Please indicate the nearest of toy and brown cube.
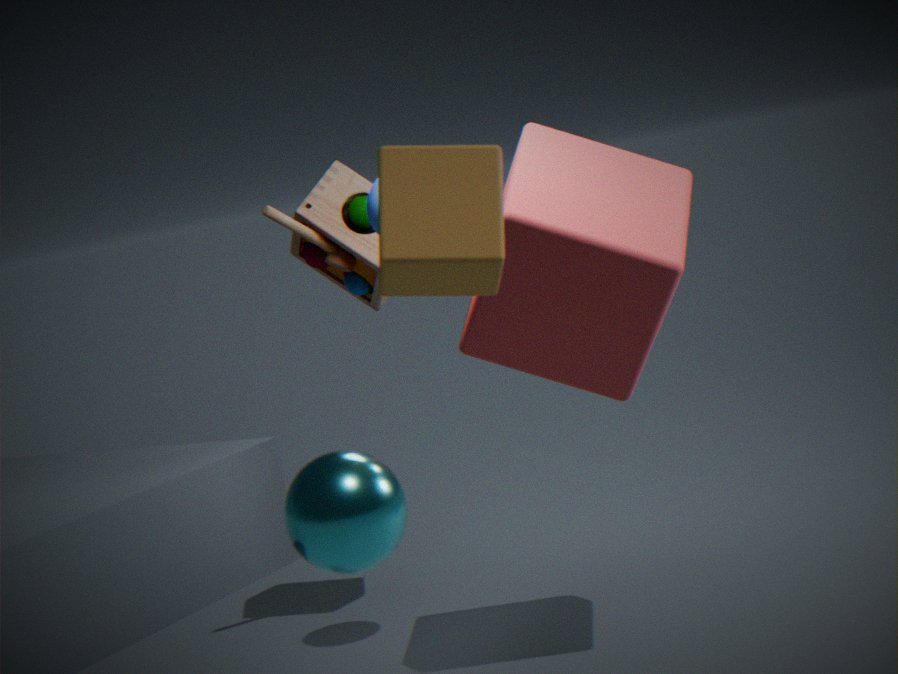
brown cube
